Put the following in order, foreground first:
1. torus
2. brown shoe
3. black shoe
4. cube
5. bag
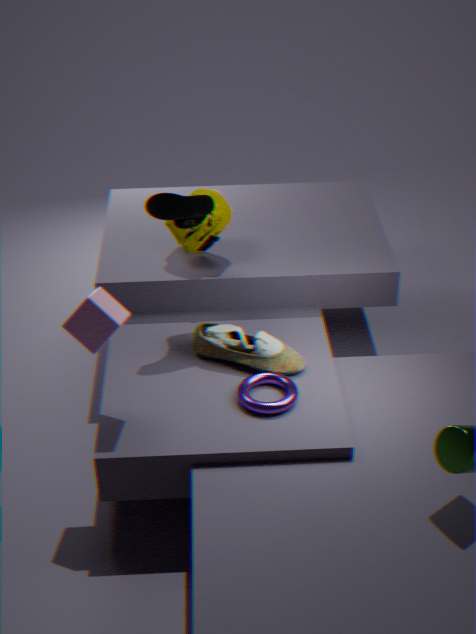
1. cube
2. torus
3. black shoe
4. brown shoe
5. bag
